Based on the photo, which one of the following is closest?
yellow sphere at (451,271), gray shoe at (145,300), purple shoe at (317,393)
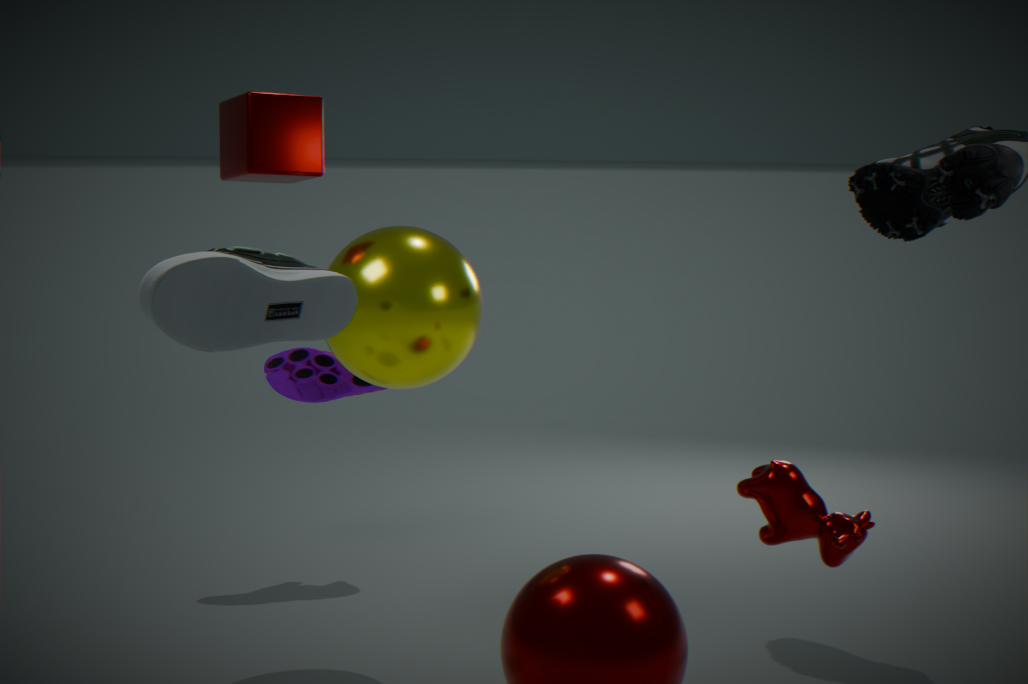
gray shoe at (145,300)
